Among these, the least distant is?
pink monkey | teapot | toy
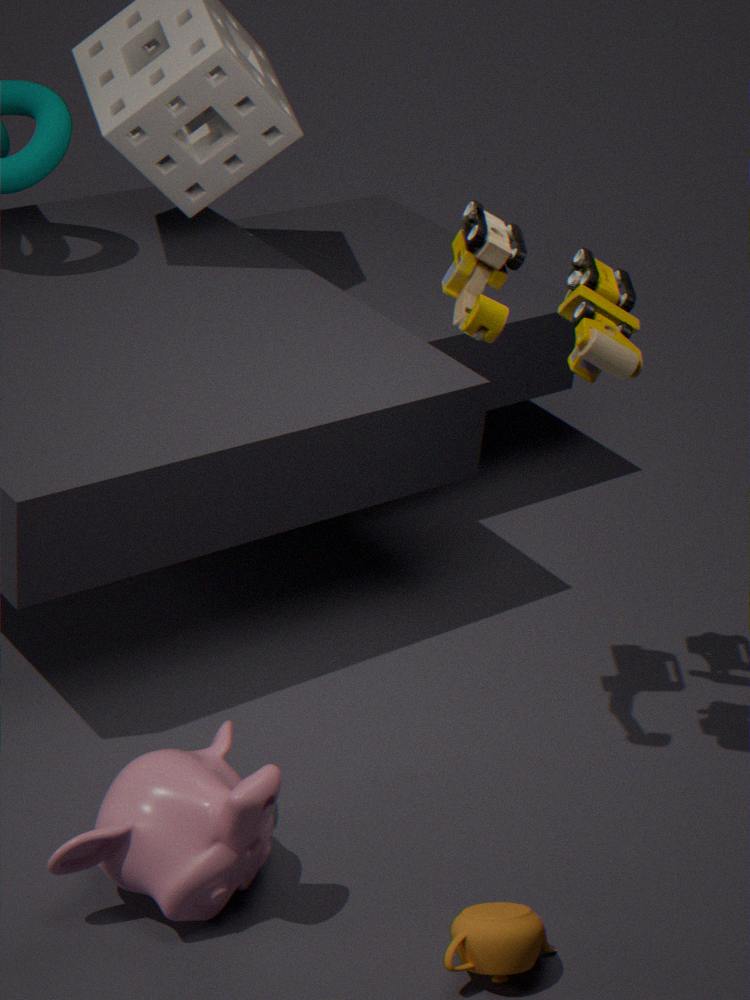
teapot
